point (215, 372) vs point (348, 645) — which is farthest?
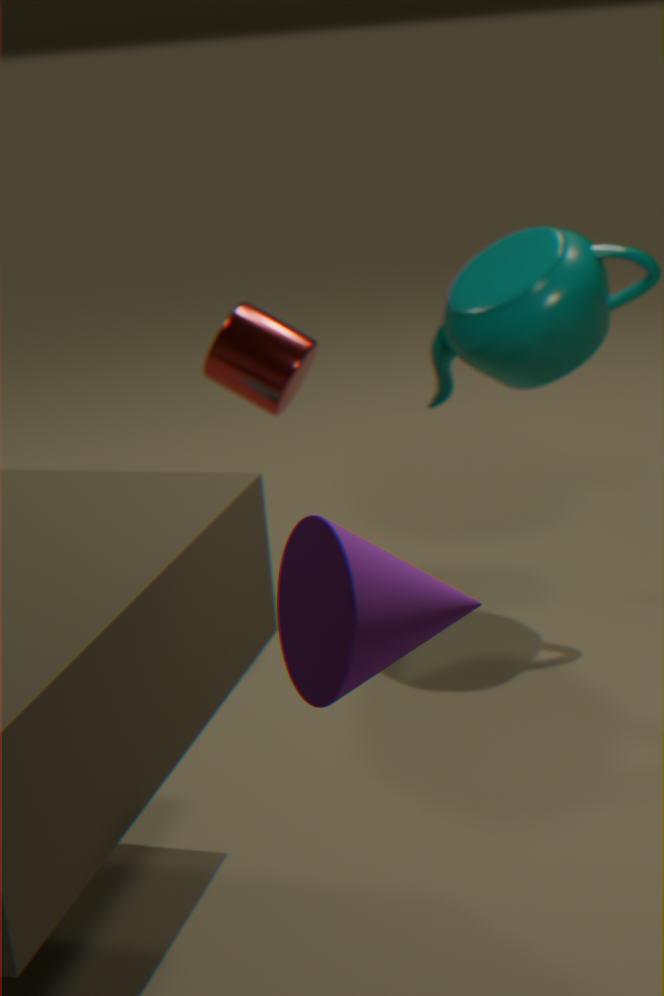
point (215, 372)
